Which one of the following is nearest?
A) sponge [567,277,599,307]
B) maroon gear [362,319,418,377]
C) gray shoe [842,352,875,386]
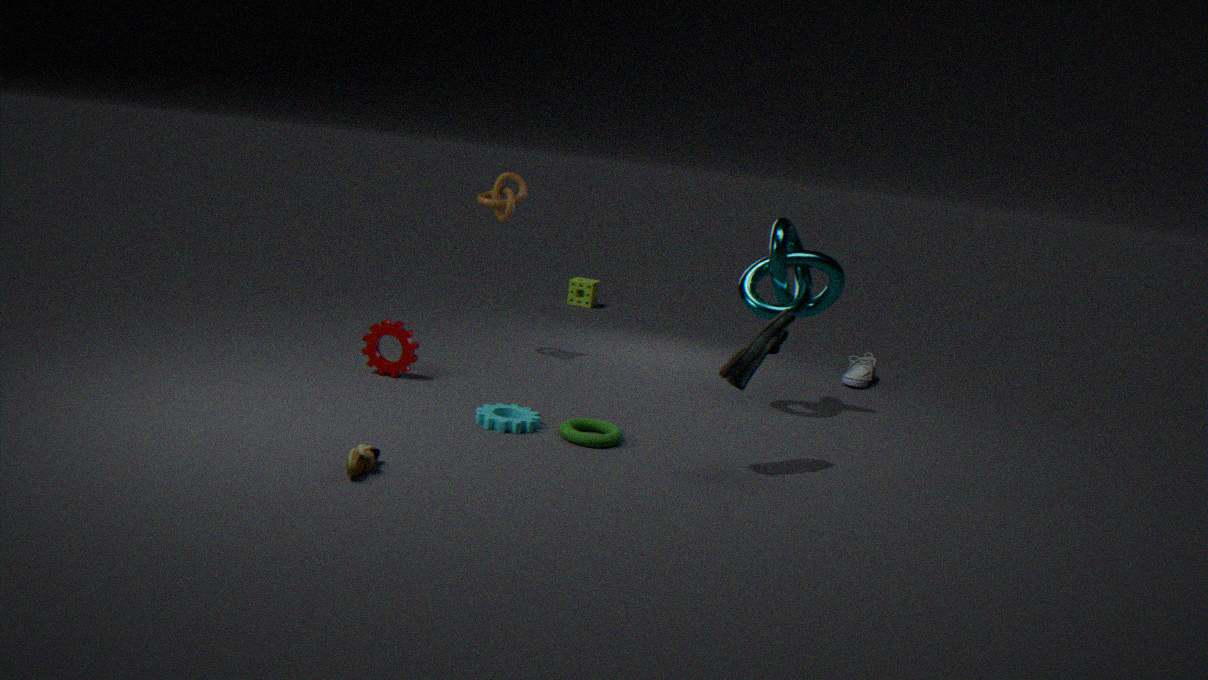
maroon gear [362,319,418,377]
